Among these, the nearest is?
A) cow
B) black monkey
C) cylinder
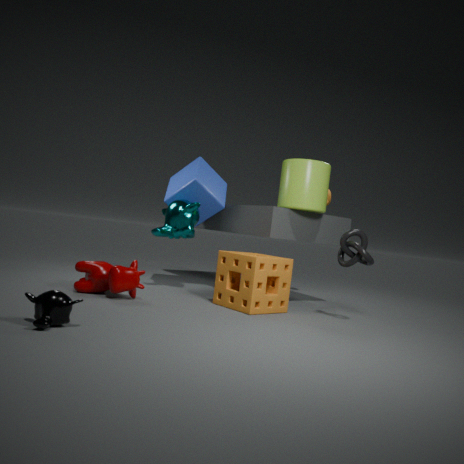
black monkey
